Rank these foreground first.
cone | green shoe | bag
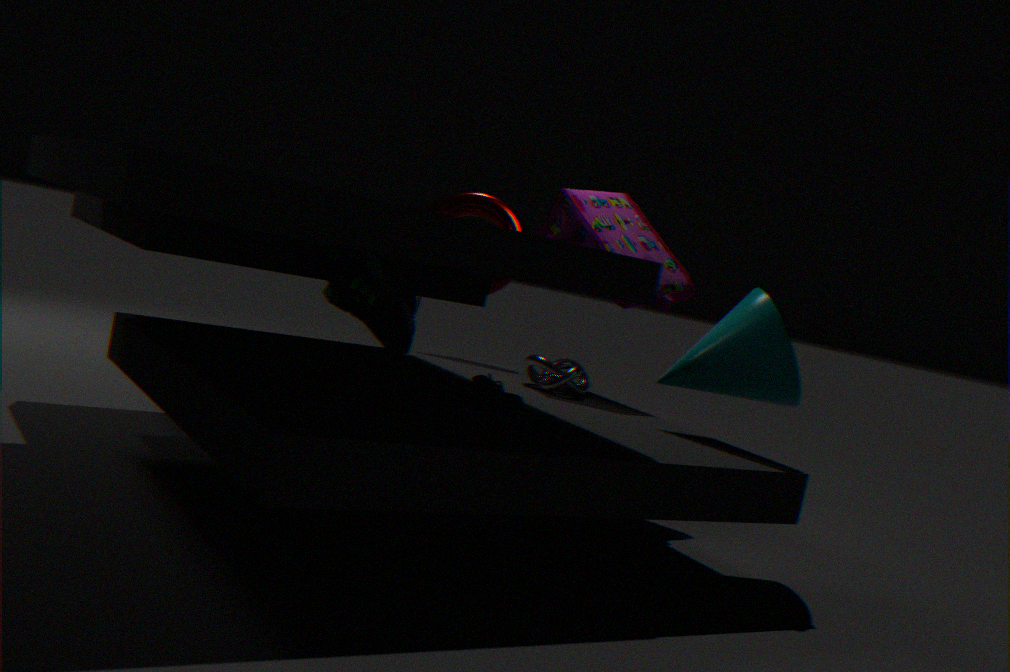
green shoe
cone
bag
